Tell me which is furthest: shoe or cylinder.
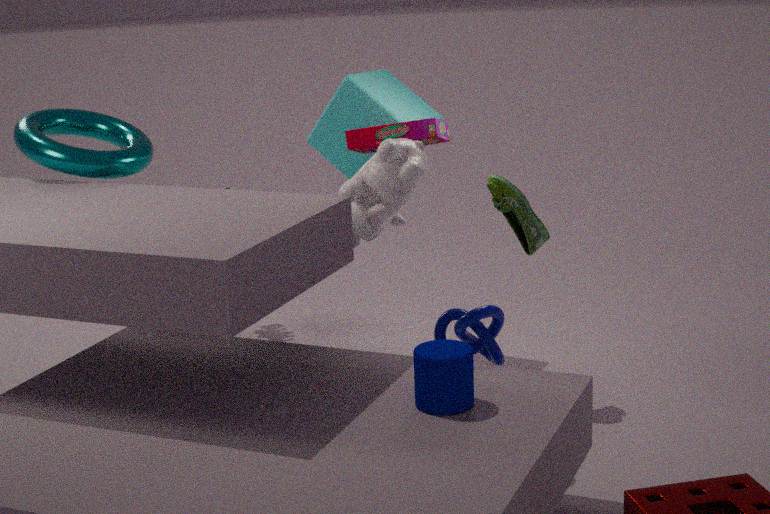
shoe
